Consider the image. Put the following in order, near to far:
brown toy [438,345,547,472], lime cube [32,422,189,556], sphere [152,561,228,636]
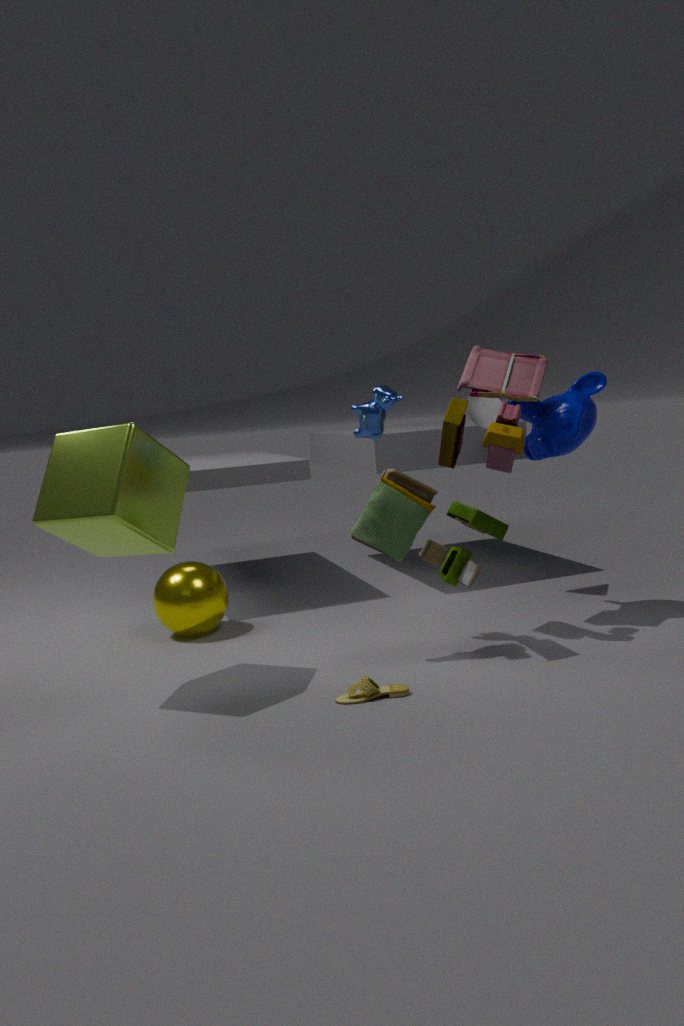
lime cube [32,422,189,556] → brown toy [438,345,547,472] → sphere [152,561,228,636]
